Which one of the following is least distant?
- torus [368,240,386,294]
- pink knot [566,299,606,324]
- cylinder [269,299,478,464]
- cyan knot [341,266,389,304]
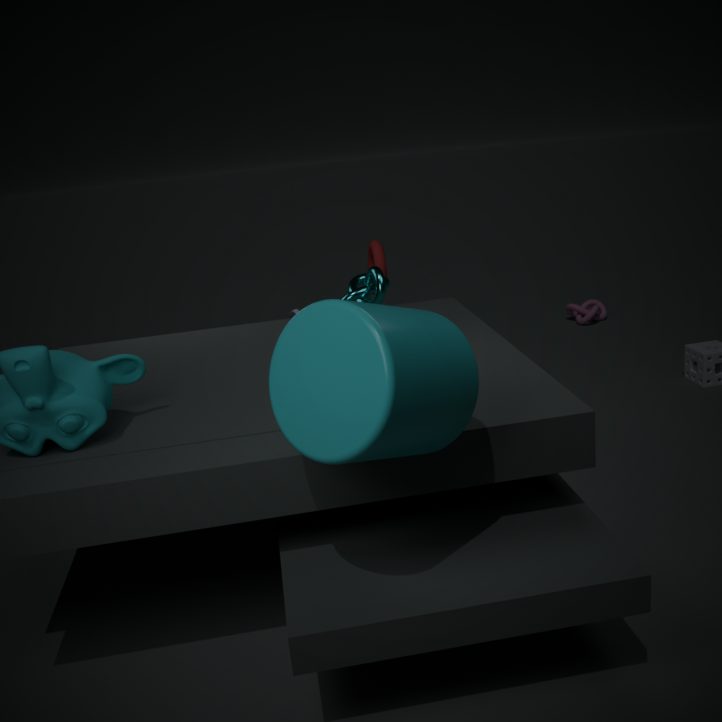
cylinder [269,299,478,464]
